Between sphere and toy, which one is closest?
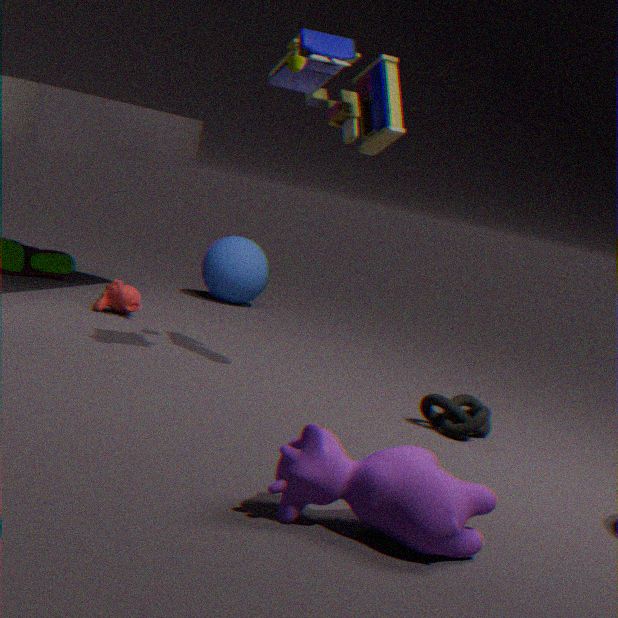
toy
